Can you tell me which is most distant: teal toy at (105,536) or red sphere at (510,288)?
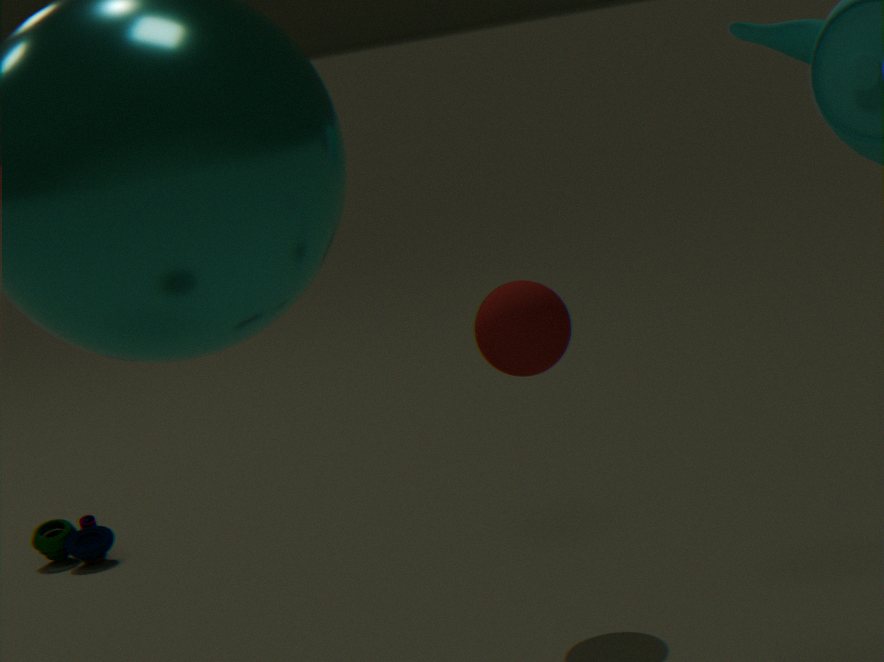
teal toy at (105,536)
